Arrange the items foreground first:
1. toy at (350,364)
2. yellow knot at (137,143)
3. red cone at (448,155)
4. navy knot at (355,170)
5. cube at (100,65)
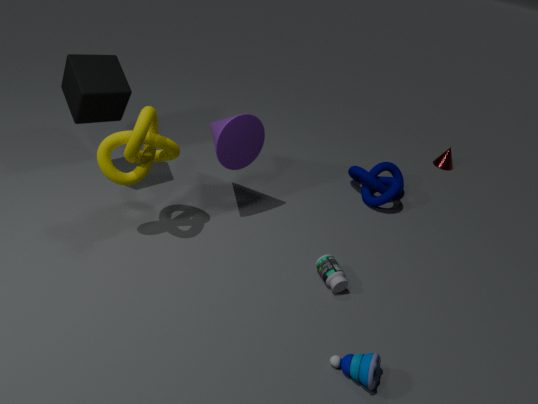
toy at (350,364) → yellow knot at (137,143) → cube at (100,65) → navy knot at (355,170) → red cone at (448,155)
